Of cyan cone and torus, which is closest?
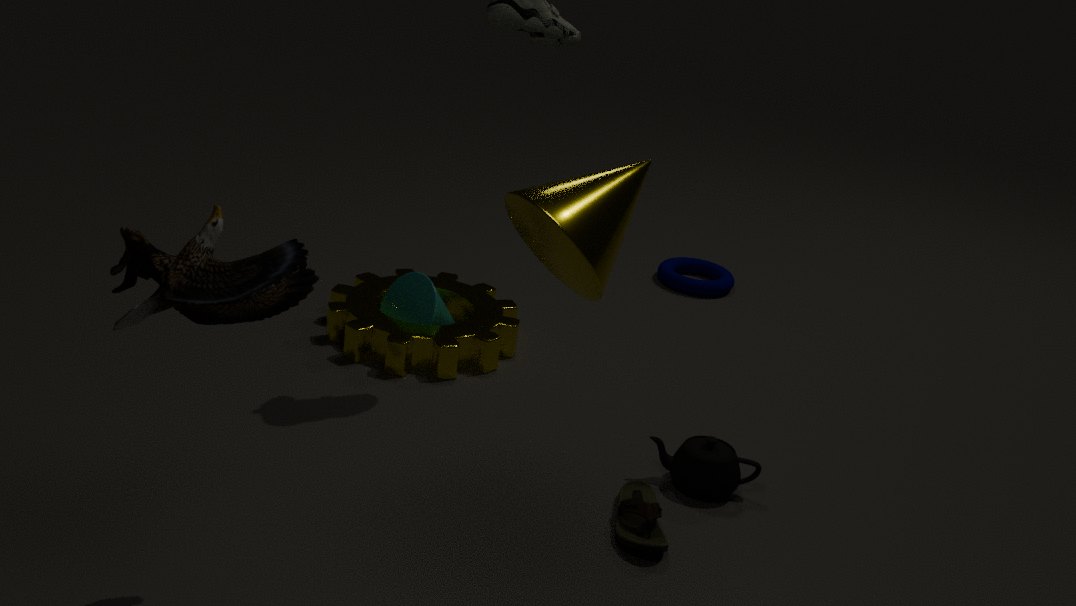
cyan cone
